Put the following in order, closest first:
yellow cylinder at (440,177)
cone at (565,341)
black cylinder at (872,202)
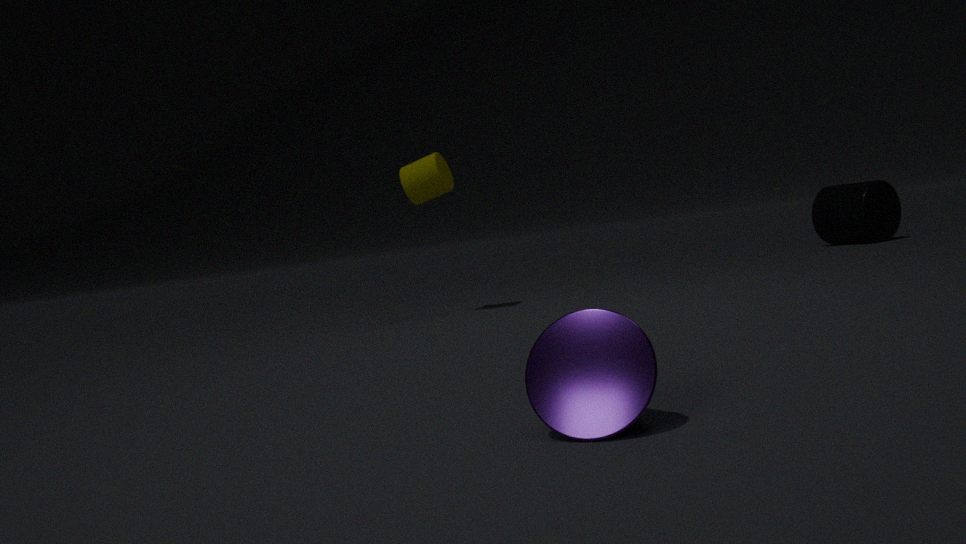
1. cone at (565,341)
2. yellow cylinder at (440,177)
3. black cylinder at (872,202)
